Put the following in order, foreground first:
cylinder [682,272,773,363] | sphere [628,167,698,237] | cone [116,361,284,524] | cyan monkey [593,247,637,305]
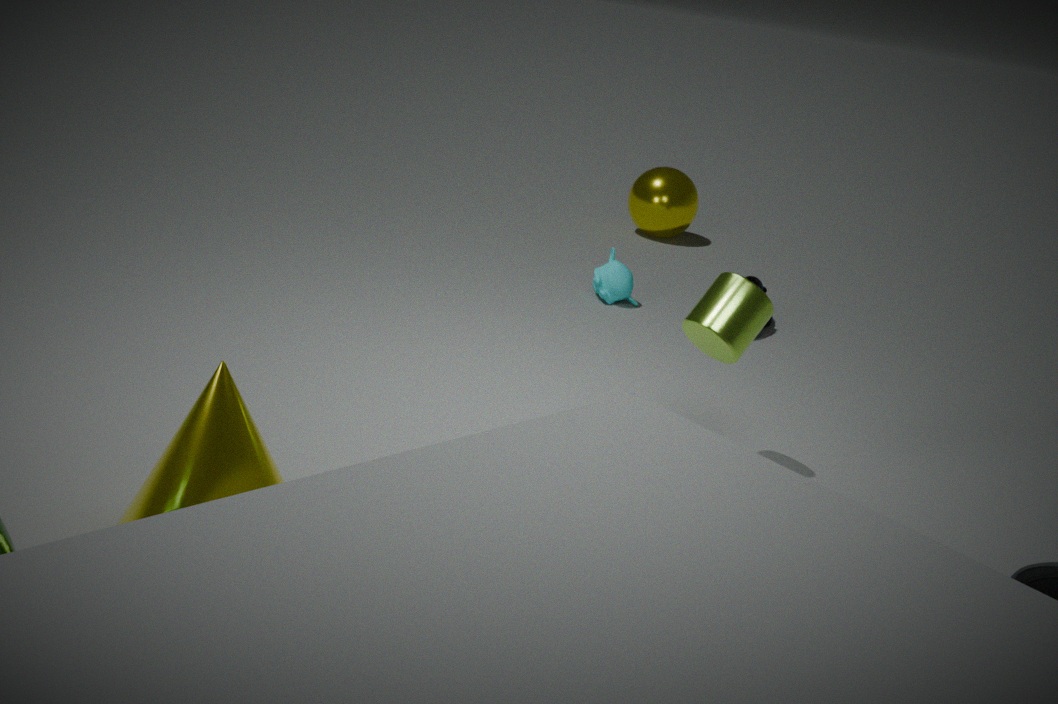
cone [116,361,284,524] → cylinder [682,272,773,363] → cyan monkey [593,247,637,305] → sphere [628,167,698,237]
